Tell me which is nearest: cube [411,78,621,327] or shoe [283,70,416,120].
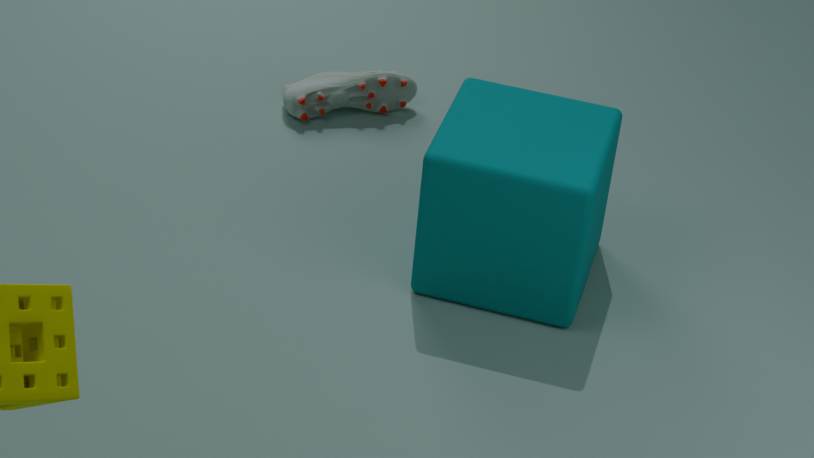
cube [411,78,621,327]
